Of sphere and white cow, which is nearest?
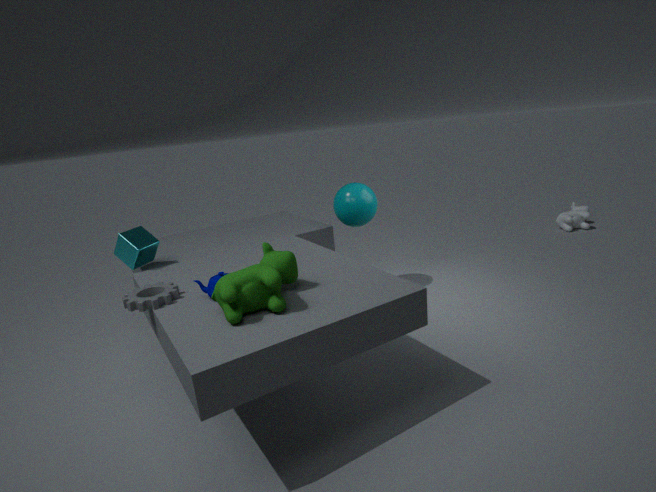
sphere
